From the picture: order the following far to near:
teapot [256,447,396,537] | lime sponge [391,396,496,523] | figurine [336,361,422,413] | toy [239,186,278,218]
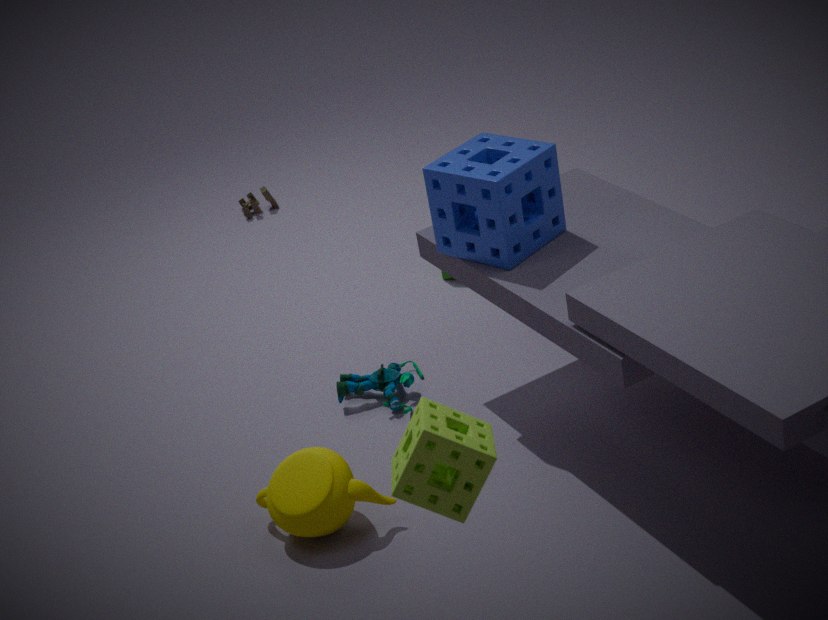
toy [239,186,278,218], figurine [336,361,422,413], teapot [256,447,396,537], lime sponge [391,396,496,523]
